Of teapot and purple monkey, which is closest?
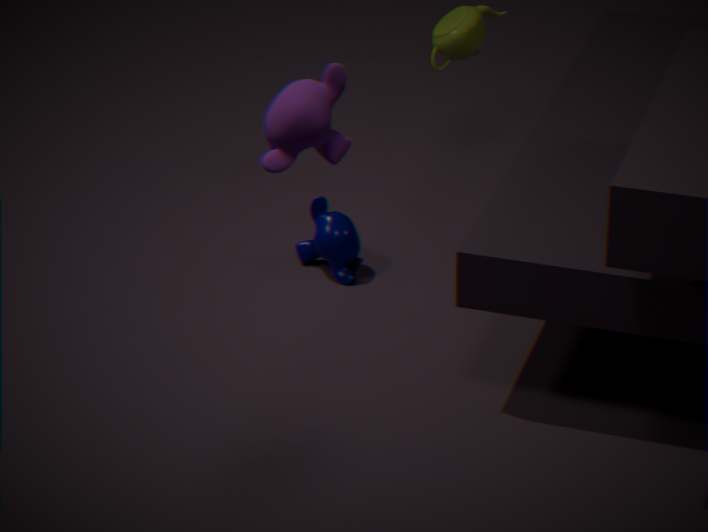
purple monkey
